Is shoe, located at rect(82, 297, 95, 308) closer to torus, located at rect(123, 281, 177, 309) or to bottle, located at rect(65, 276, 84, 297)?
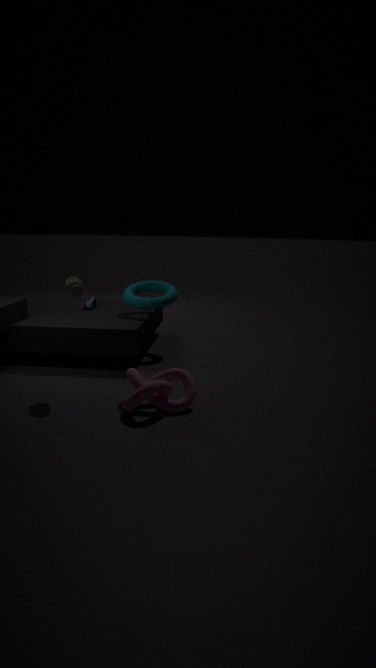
torus, located at rect(123, 281, 177, 309)
